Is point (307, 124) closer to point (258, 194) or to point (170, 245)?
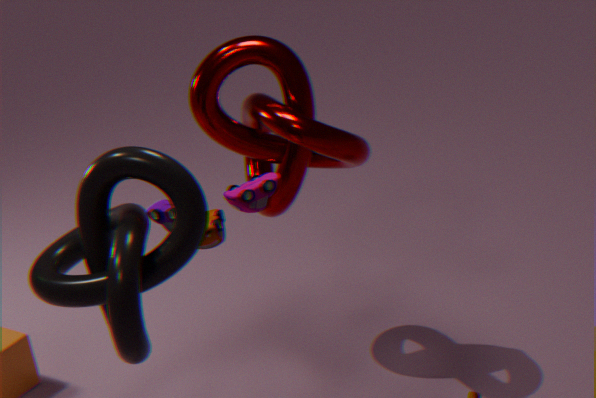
point (258, 194)
